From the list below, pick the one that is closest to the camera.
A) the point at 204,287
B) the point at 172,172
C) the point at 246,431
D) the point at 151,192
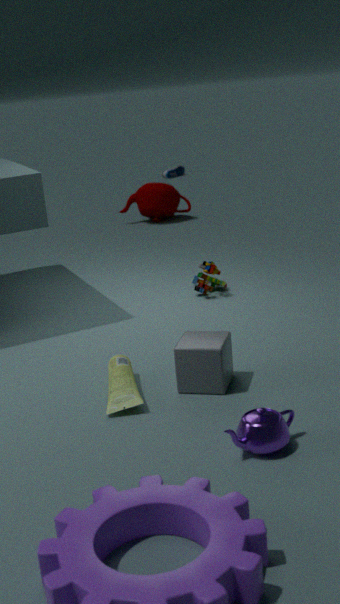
C. the point at 246,431
